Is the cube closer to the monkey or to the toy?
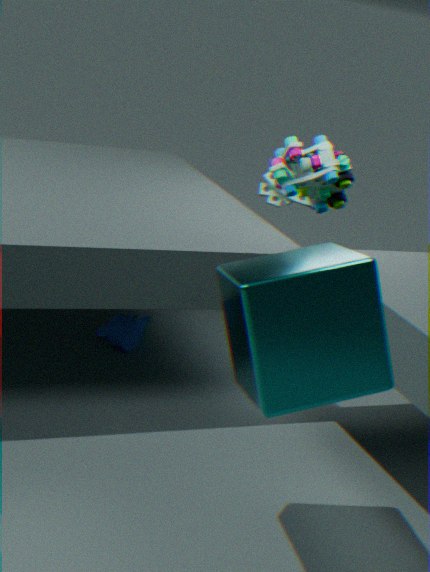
the toy
